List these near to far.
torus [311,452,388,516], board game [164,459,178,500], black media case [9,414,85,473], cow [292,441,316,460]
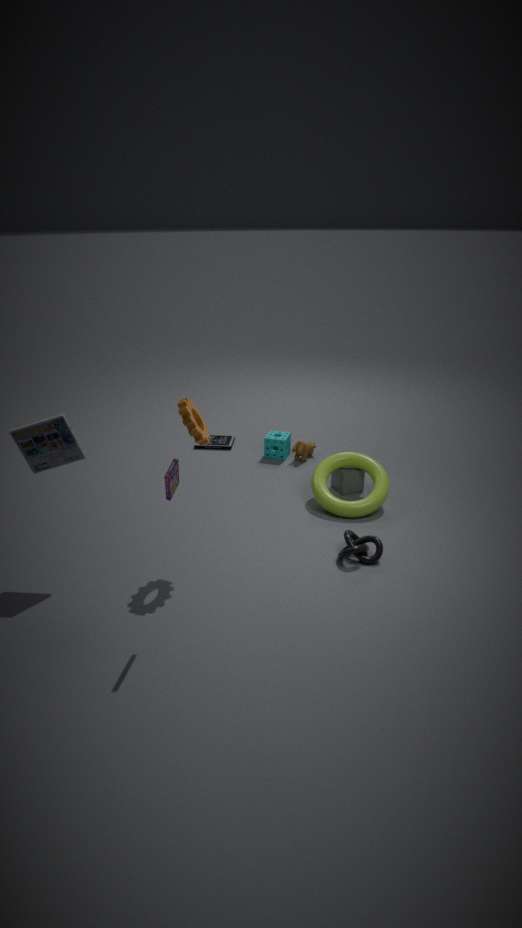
board game [164,459,178,500] → black media case [9,414,85,473] → torus [311,452,388,516] → cow [292,441,316,460]
